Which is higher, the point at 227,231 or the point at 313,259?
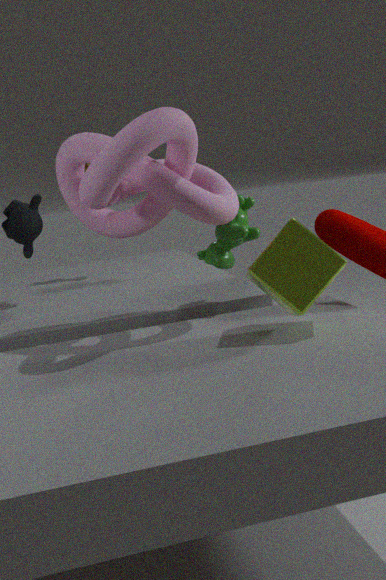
the point at 227,231
